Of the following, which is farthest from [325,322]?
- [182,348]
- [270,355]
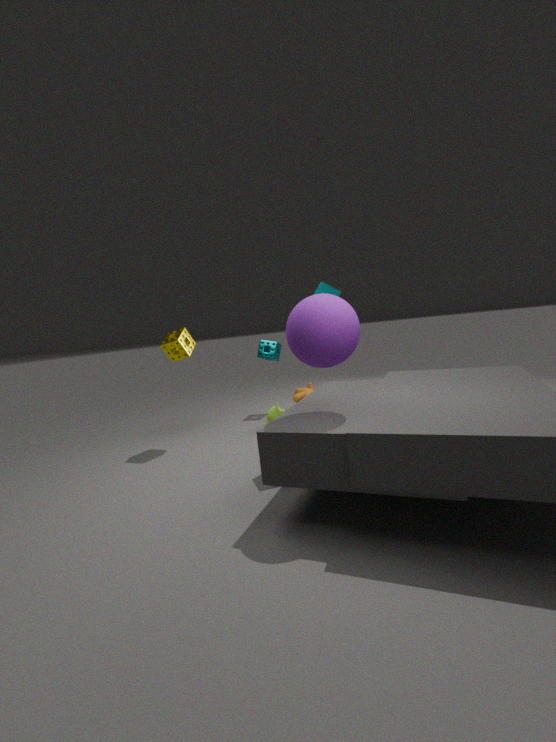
[270,355]
